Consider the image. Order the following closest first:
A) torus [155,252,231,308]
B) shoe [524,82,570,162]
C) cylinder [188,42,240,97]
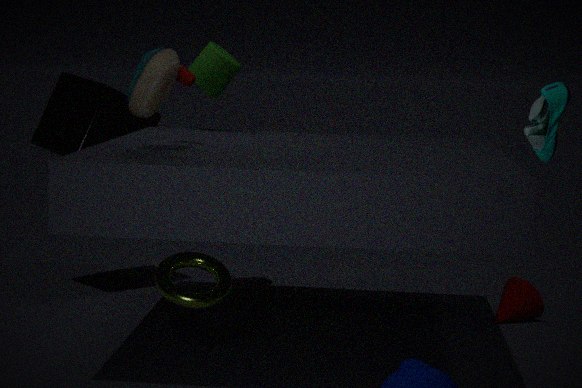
shoe [524,82,570,162] → torus [155,252,231,308] → cylinder [188,42,240,97]
